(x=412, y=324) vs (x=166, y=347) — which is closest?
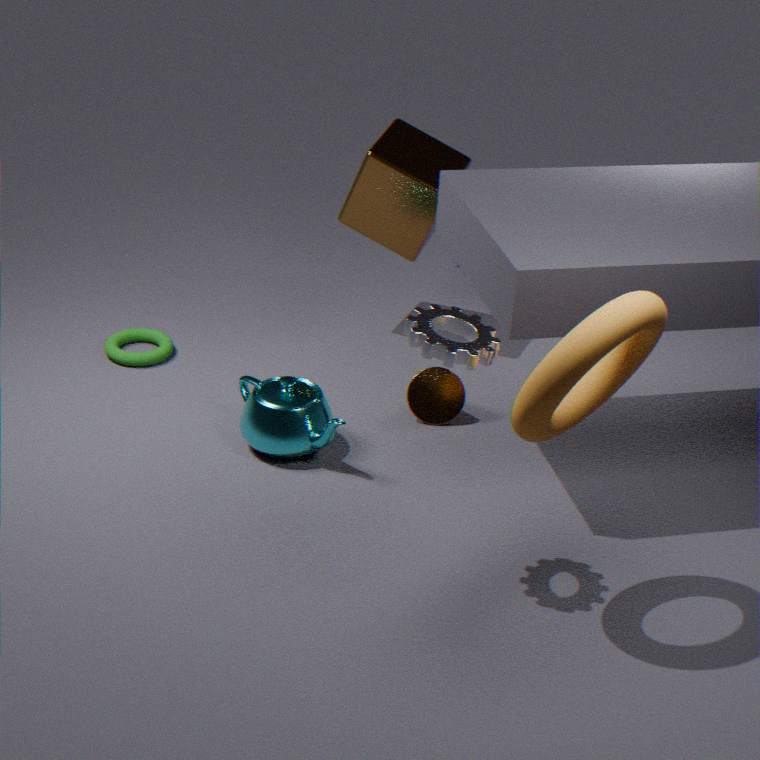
(x=412, y=324)
